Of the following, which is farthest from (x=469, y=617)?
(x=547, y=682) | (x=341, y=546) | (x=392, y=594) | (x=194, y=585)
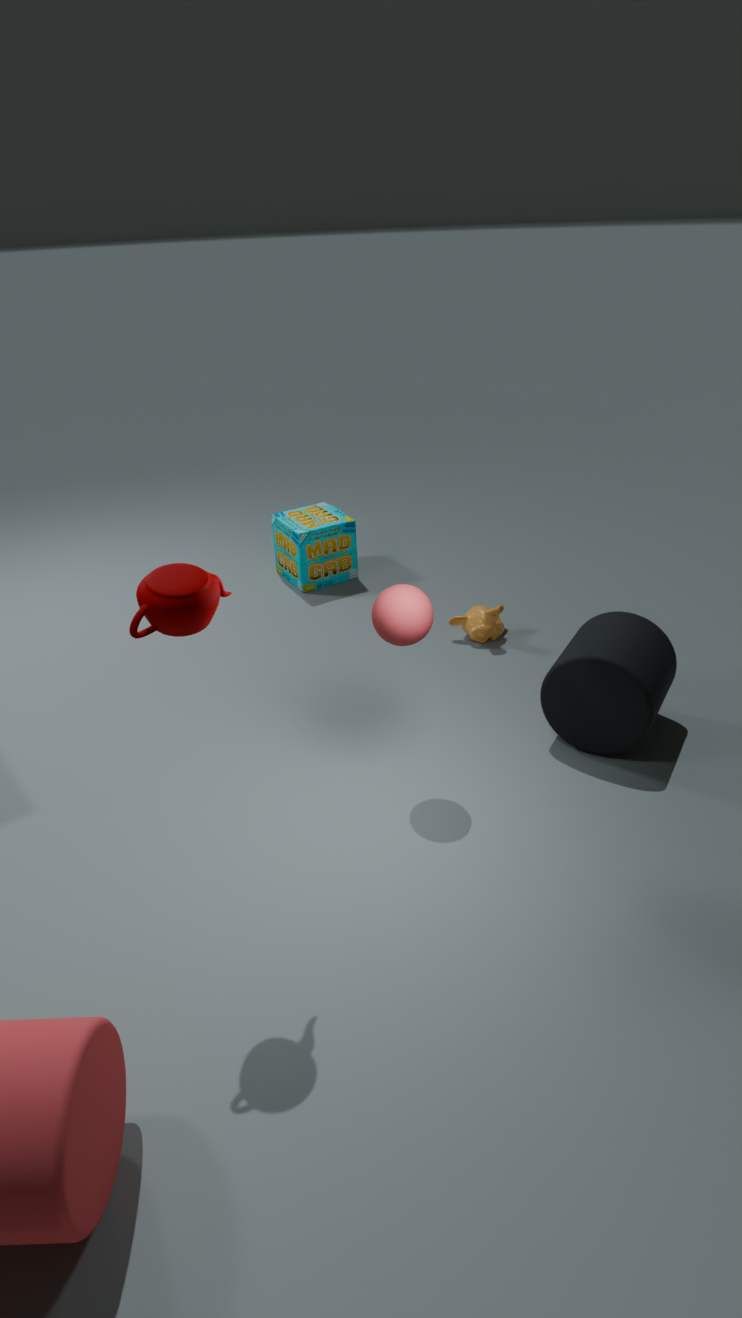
(x=194, y=585)
